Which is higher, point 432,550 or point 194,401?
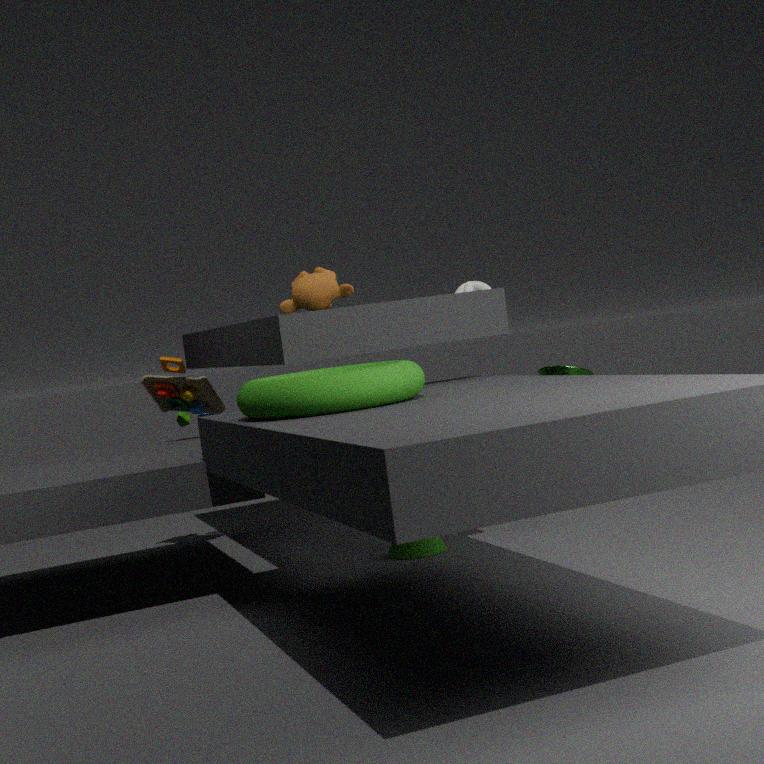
point 194,401
